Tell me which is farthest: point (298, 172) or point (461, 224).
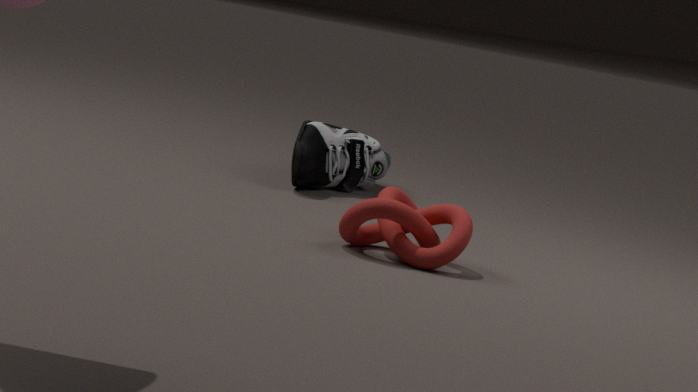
point (298, 172)
